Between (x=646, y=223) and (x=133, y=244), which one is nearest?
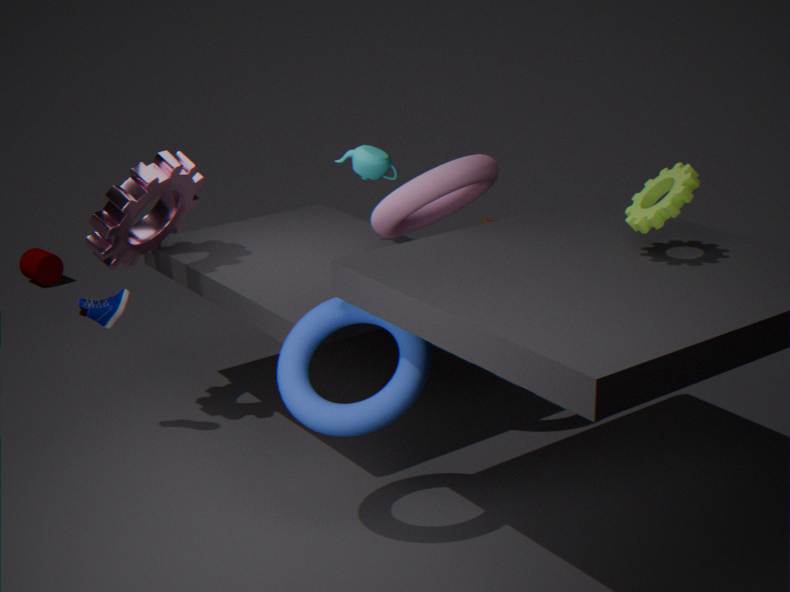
(x=646, y=223)
